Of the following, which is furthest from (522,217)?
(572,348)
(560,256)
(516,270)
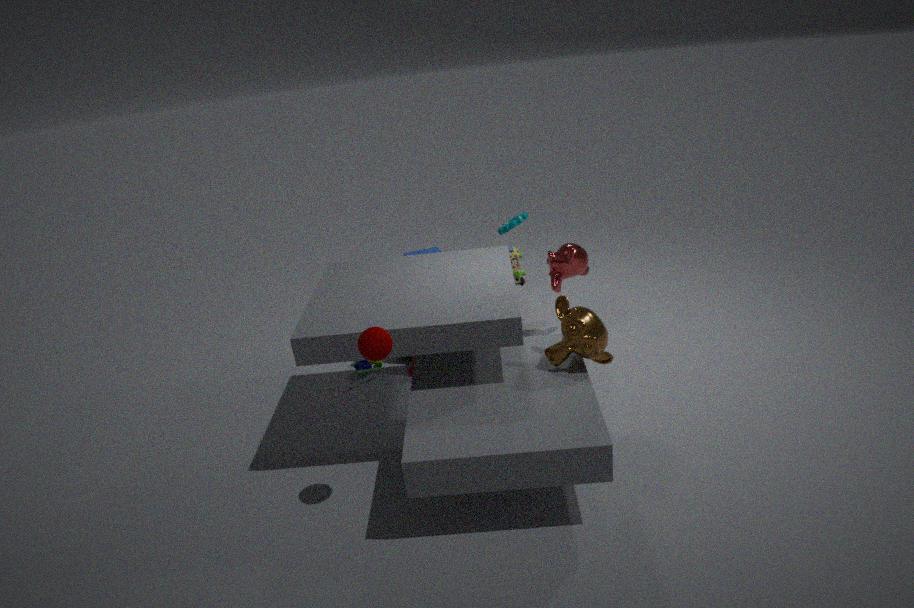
(572,348)
